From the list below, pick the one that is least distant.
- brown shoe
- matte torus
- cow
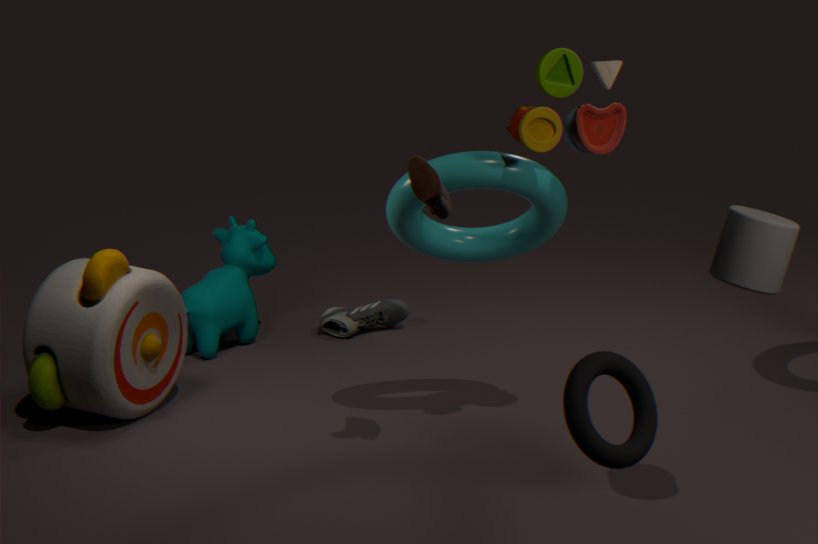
matte torus
